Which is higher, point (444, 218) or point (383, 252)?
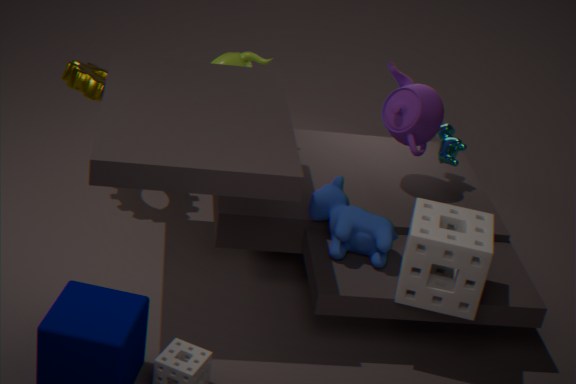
point (444, 218)
